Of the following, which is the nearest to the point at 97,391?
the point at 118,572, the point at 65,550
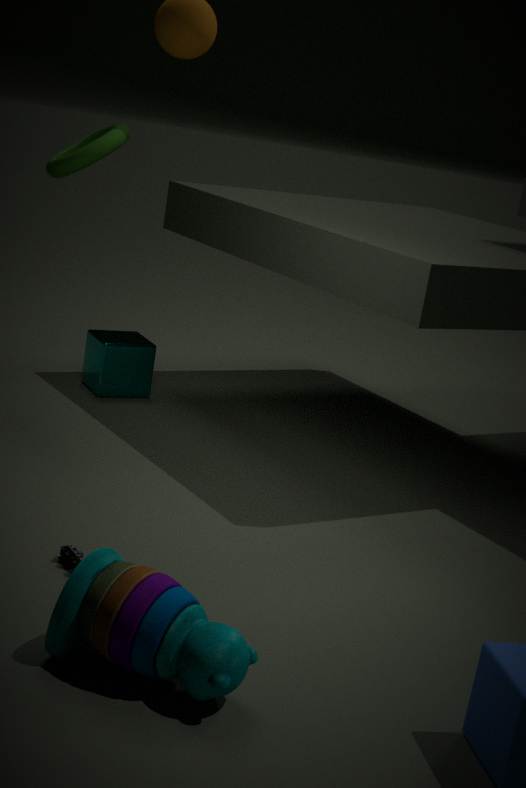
the point at 65,550
